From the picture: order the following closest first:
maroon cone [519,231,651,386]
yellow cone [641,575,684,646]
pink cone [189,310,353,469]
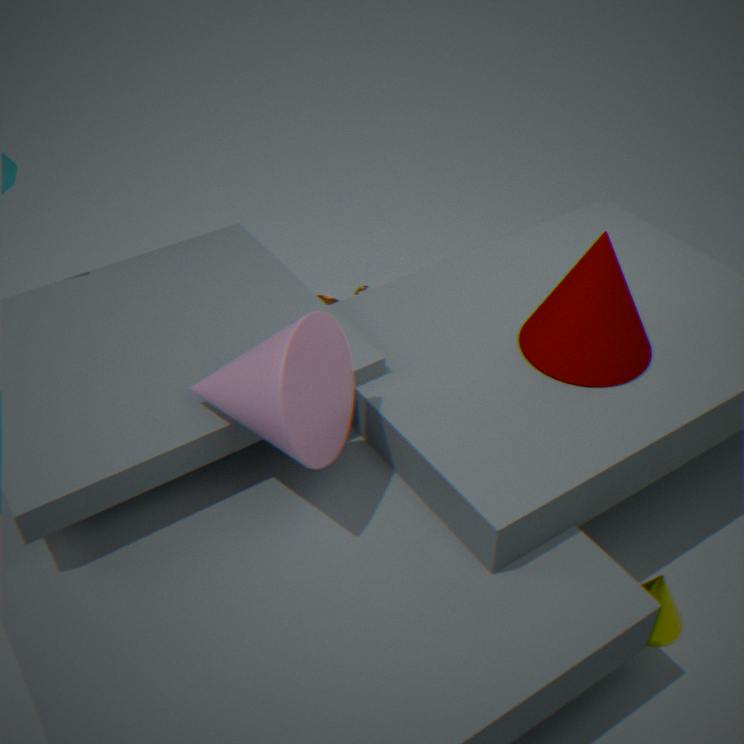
pink cone [189,310,353,469] → yellow cone [641,575,684,646] → maroon cone [519,231,651,386]
